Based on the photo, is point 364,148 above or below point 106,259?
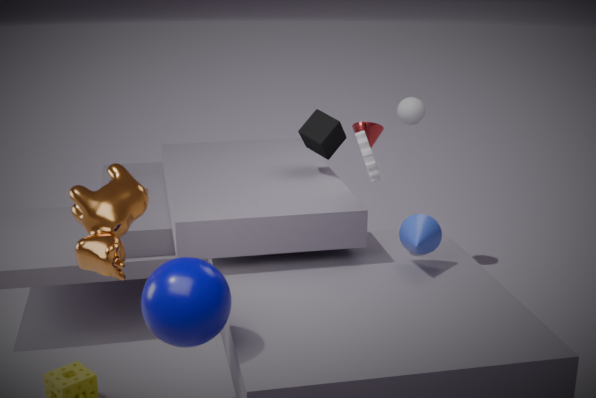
above
